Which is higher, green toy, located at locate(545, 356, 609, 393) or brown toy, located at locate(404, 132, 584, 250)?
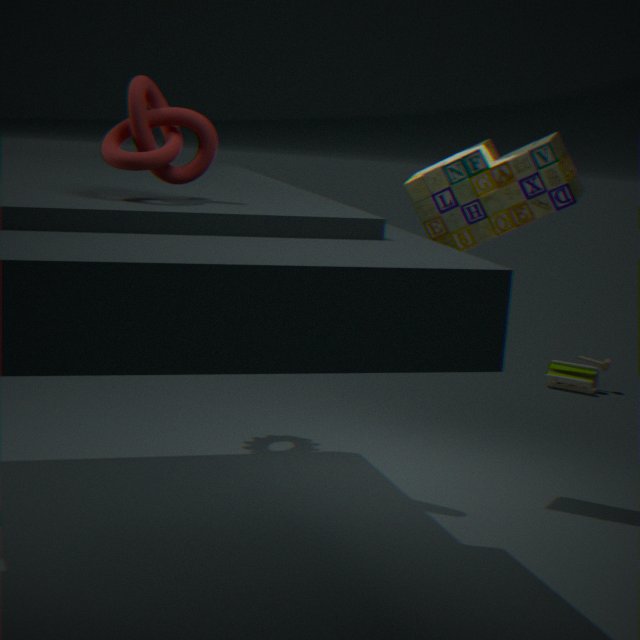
brown toy, located at locate(404, 132, 584, 250)
